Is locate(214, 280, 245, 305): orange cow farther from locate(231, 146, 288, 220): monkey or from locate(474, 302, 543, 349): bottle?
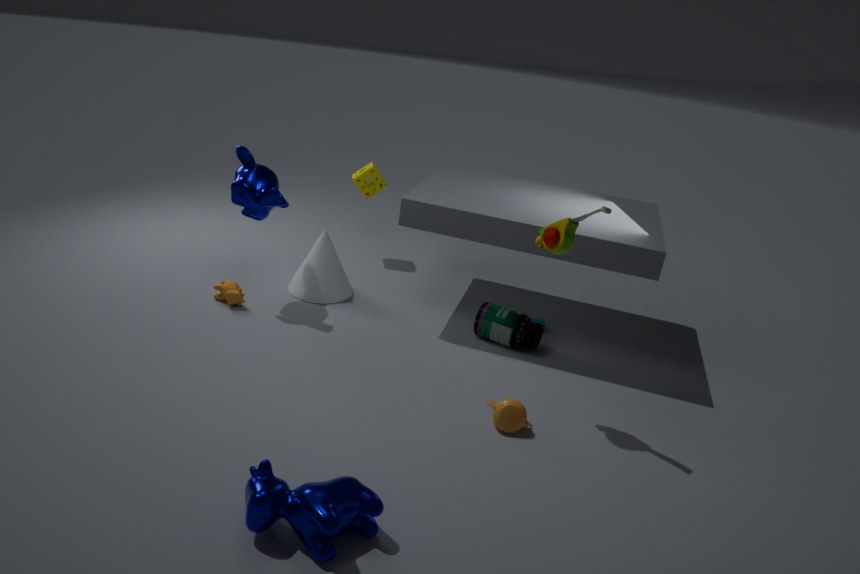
locate(474, 302, 543, 349): bottle
